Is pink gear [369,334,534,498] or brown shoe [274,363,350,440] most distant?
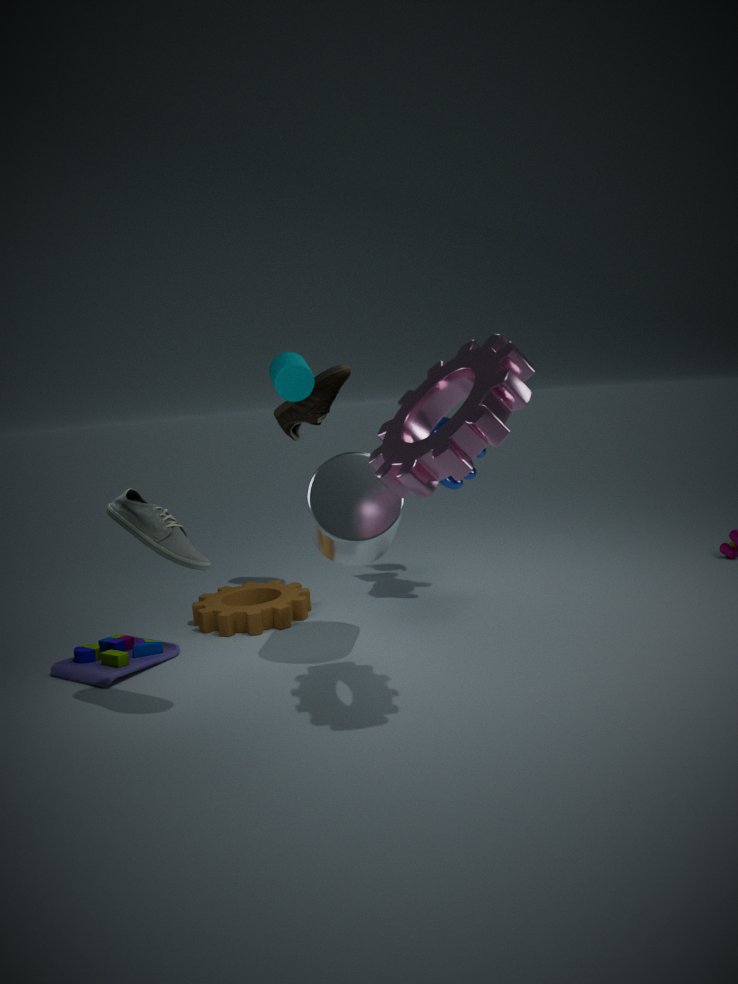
brown shoe [274,363,350,440]
